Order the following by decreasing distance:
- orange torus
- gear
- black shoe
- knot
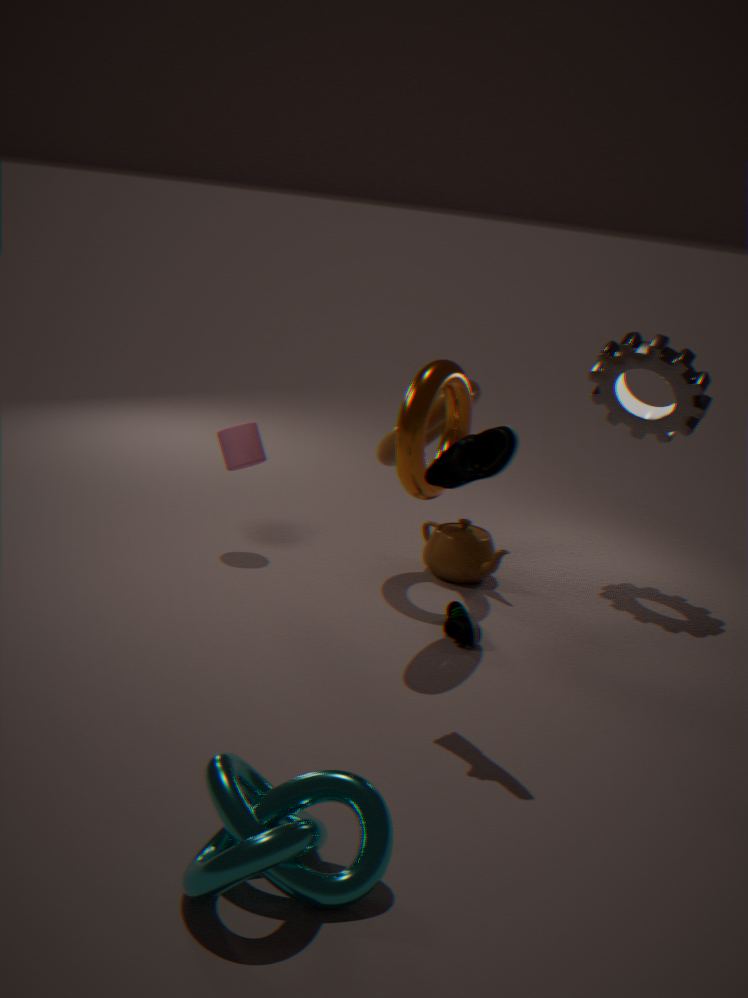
gear, orange torus, black shoe, knot
